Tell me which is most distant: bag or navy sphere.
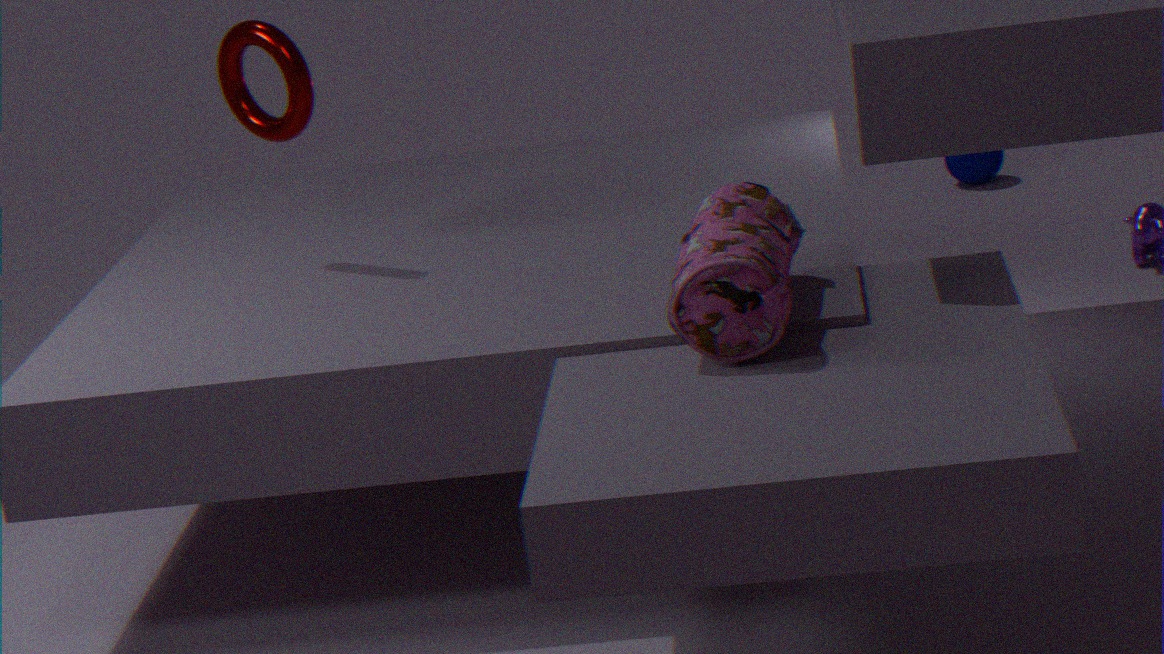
navy sphere
